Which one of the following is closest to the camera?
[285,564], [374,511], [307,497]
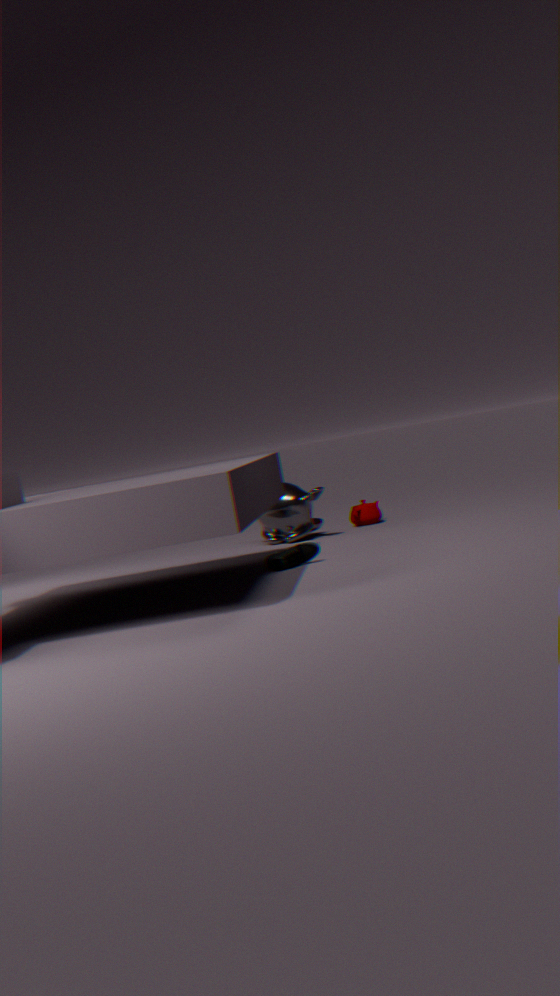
[285,564]
